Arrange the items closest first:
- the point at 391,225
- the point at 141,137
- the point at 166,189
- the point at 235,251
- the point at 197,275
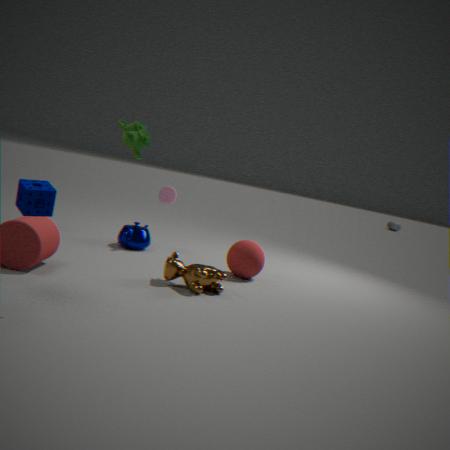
the point at 141,137
the point at 197,275
the point at 235,251
the point at 166,189
the point at 391,225
